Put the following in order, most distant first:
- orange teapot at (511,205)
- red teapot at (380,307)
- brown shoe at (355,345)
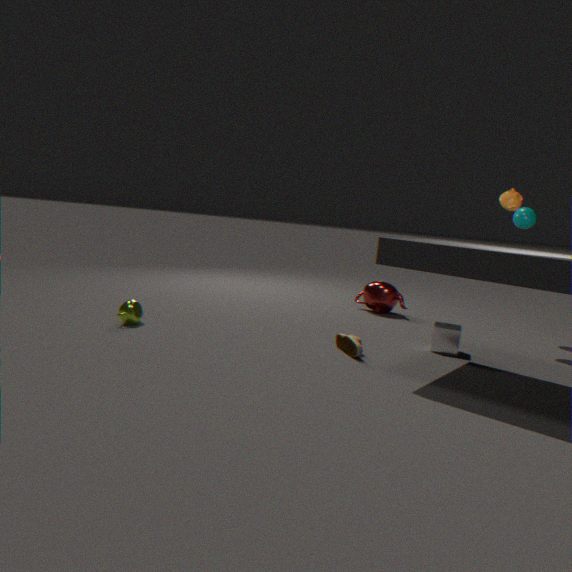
1. red teapot at (380,307)
2. orange teapot at (511,205)
3. brown shoe at (355,345)
